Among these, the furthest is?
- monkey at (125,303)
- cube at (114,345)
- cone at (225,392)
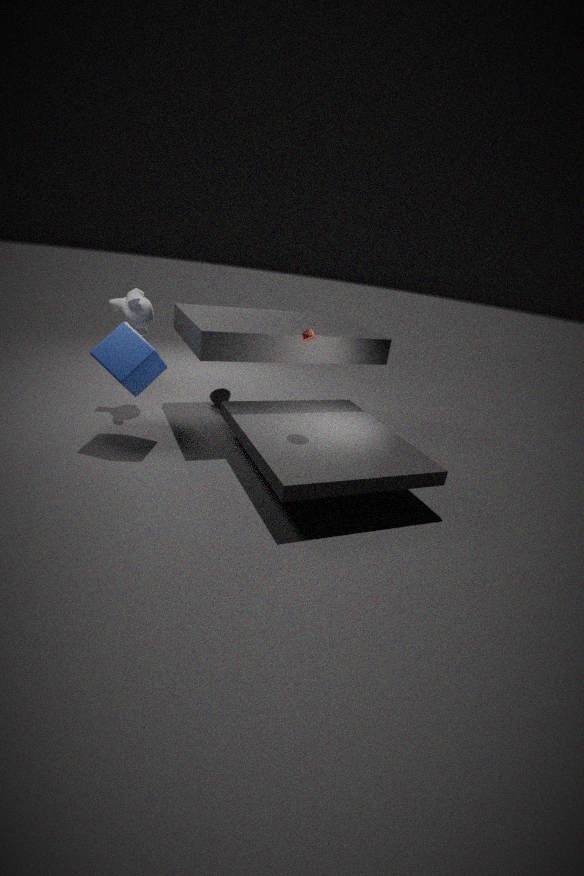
cone at (225,392)
